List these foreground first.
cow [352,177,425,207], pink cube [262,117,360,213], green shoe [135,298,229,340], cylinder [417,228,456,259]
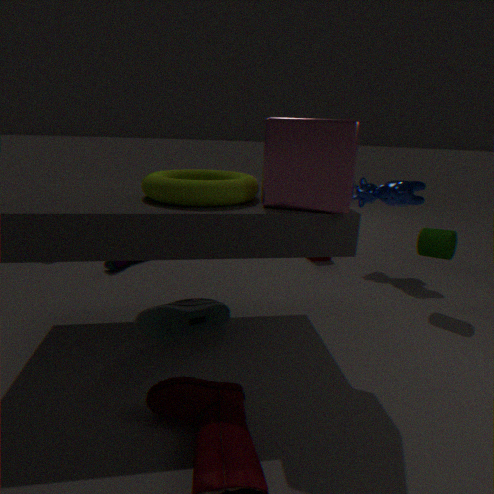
1. pink cube [262,117,360,213]
2. green shoe [135,298,229,340]
3. cylinder [417,228,456,259]
4. cow [352,177,425,207]
